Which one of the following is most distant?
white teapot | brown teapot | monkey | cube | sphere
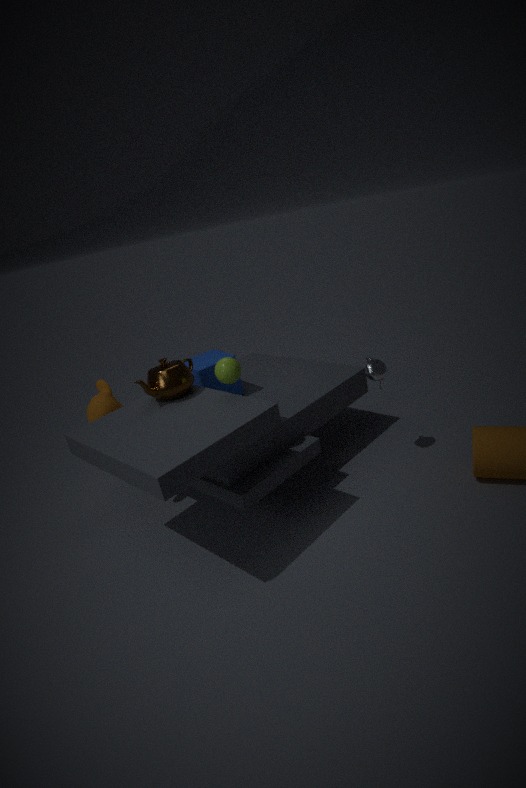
cube
